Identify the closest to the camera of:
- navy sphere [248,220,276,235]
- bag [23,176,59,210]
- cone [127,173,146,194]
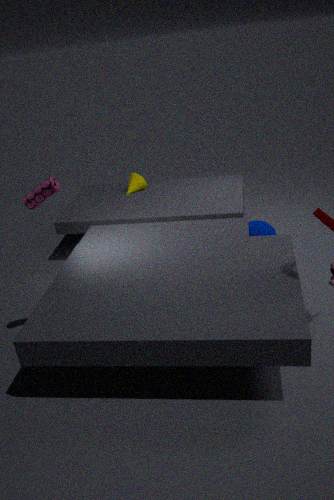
bag [23,176,59,210]
